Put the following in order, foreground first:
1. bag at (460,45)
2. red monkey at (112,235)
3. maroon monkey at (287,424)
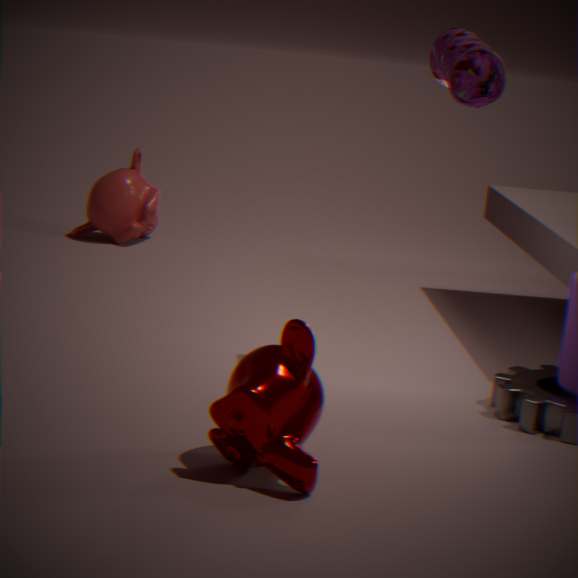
maroon monkey at (287,424) < bag at (460,45) < red monkey at (112,235)
